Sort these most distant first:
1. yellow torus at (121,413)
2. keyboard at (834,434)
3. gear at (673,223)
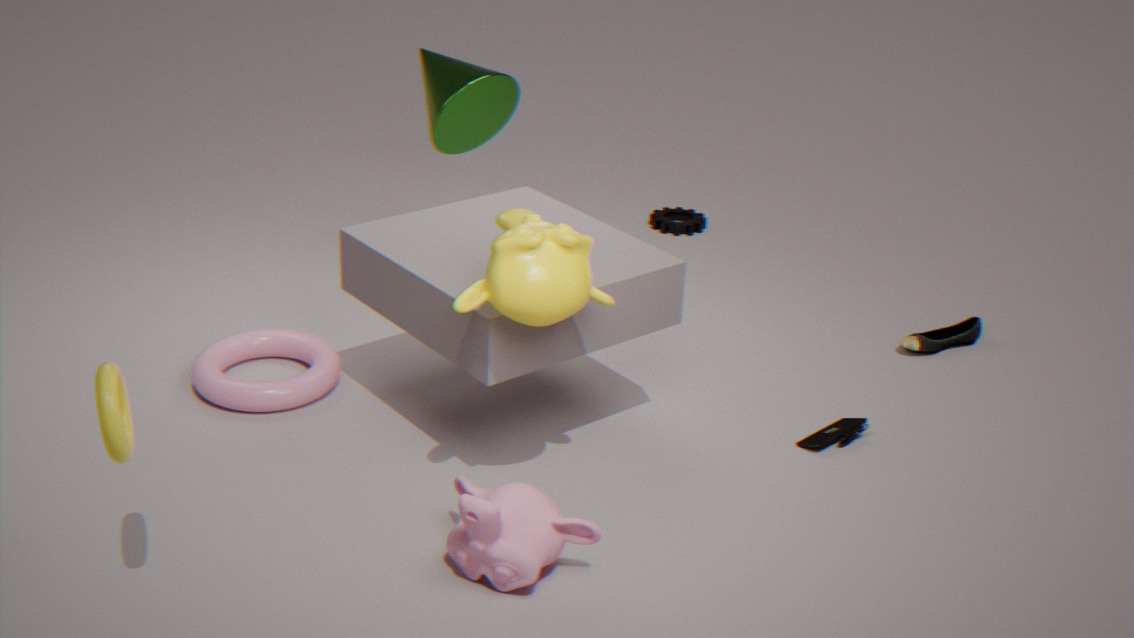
gear at (673,223) < keyboard at (834,434) < yellow torus at (121,413)
